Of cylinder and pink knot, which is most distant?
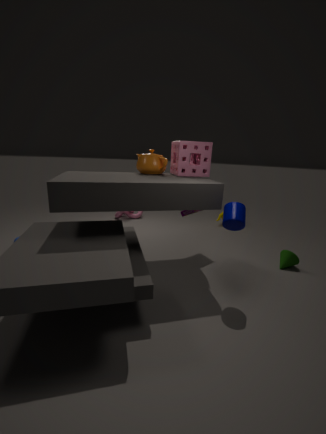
pink knot
